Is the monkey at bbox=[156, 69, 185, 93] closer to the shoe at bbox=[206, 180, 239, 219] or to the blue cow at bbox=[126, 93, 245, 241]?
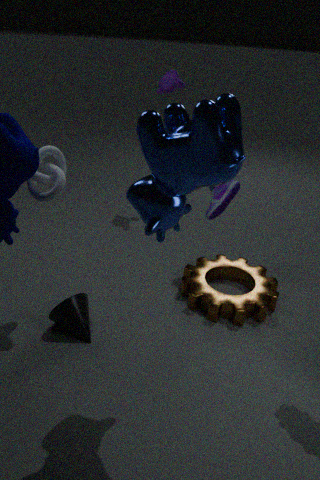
the shoe at bbox=[206, 180, 239, 219]
